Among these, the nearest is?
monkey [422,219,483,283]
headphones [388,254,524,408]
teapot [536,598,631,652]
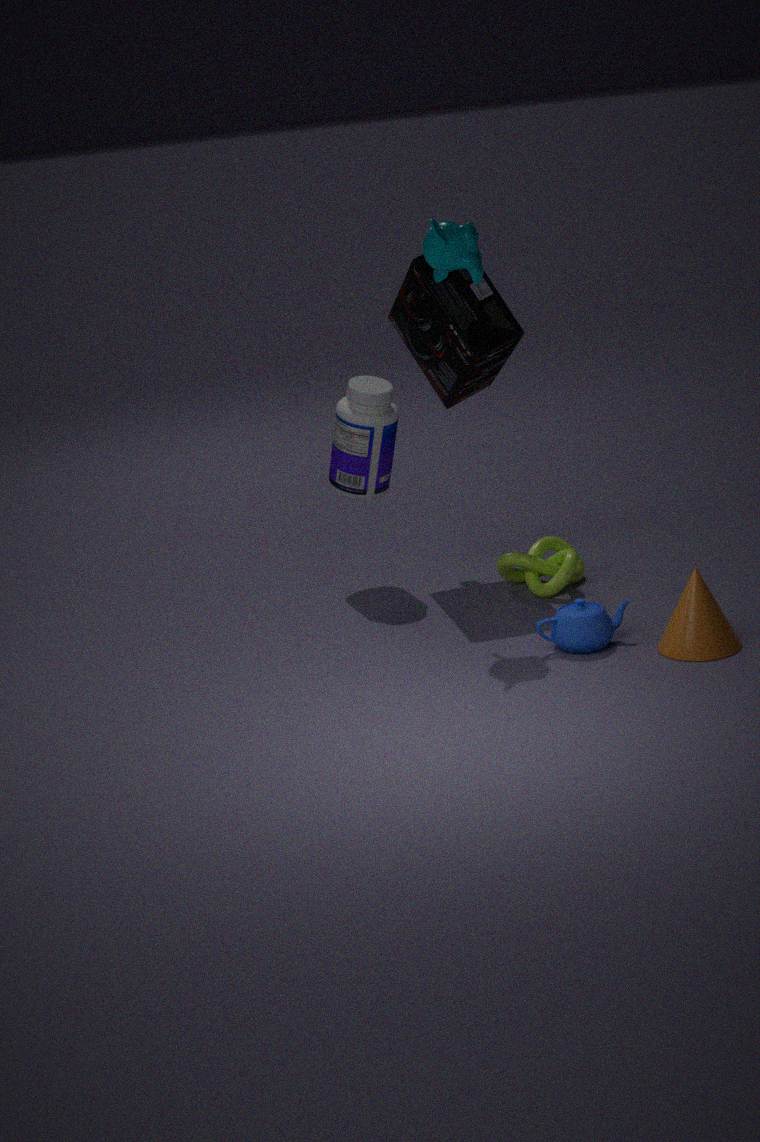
teapot [536,598,631,652]
